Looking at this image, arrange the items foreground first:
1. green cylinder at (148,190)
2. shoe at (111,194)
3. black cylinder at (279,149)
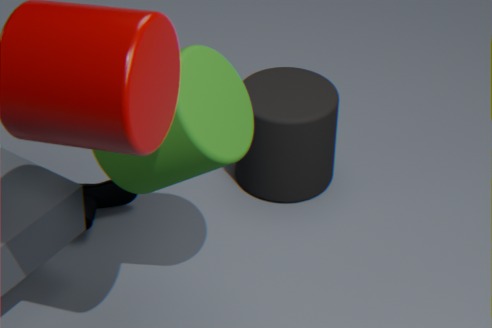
green cylinder at (148,190), shoe at (111,194), black cylinder at (279,149)
